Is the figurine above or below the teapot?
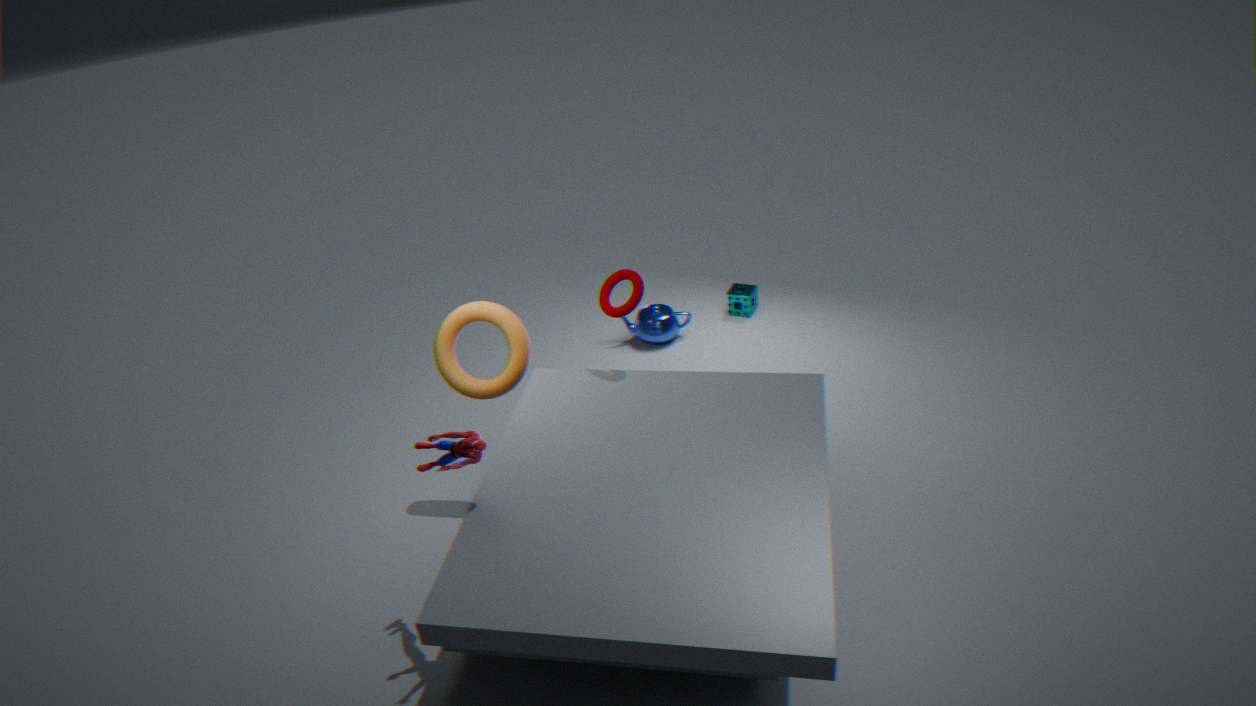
above
